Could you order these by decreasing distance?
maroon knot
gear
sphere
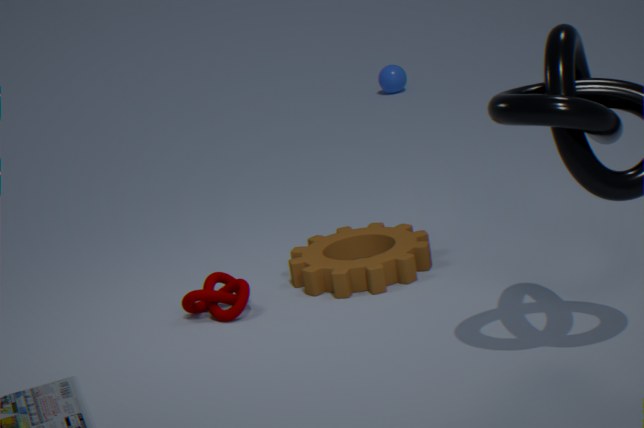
sphere, gear, maroon knot
